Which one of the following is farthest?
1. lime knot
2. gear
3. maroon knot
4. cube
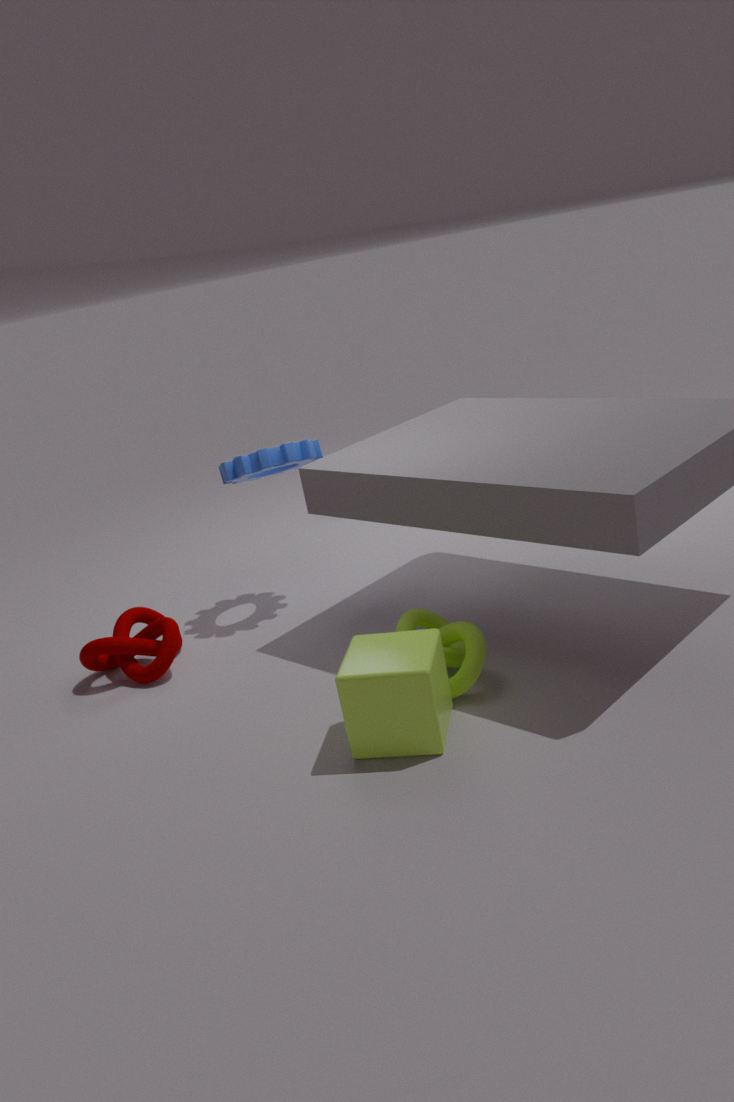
gear
